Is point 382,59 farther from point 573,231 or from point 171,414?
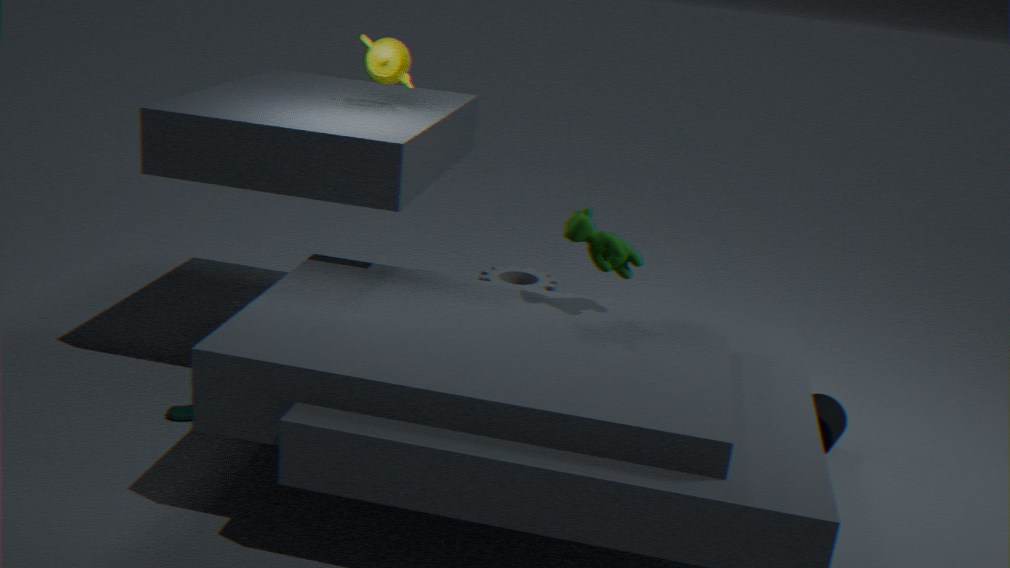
point 171,414
